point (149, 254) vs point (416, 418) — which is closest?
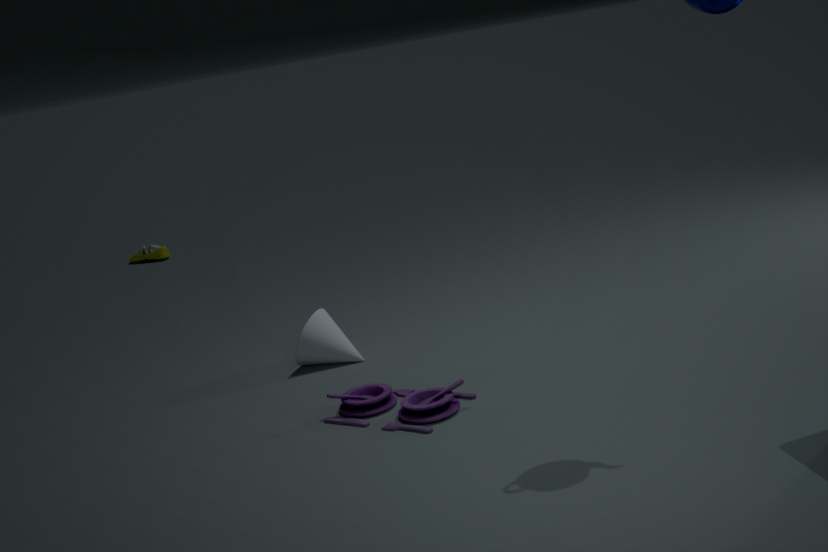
point (416, 418)
